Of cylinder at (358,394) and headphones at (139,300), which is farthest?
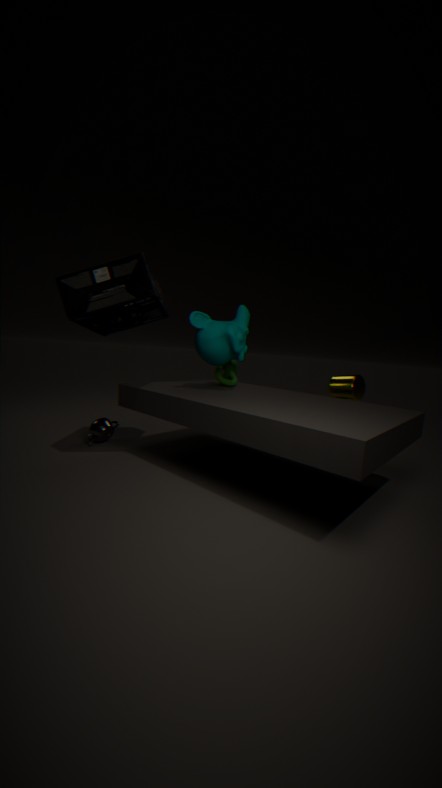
cylinder at (358,394)
